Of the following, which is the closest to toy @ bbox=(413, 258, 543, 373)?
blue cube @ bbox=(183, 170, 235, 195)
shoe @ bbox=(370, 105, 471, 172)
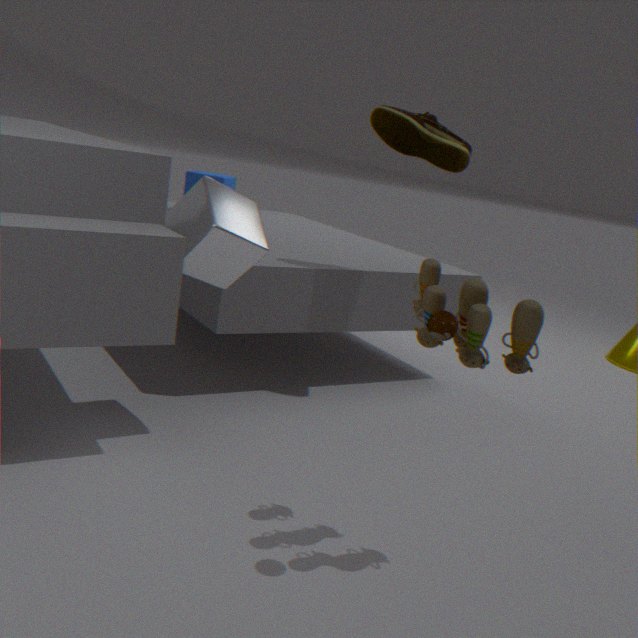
shoe @ bbox=(370, 105, 471, 172)
